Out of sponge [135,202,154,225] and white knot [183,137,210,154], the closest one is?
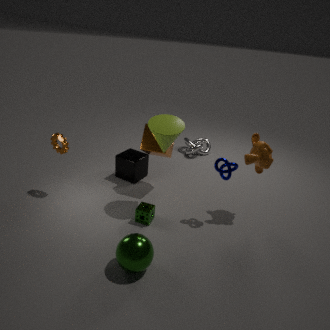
sponge [135,202,154,225]
